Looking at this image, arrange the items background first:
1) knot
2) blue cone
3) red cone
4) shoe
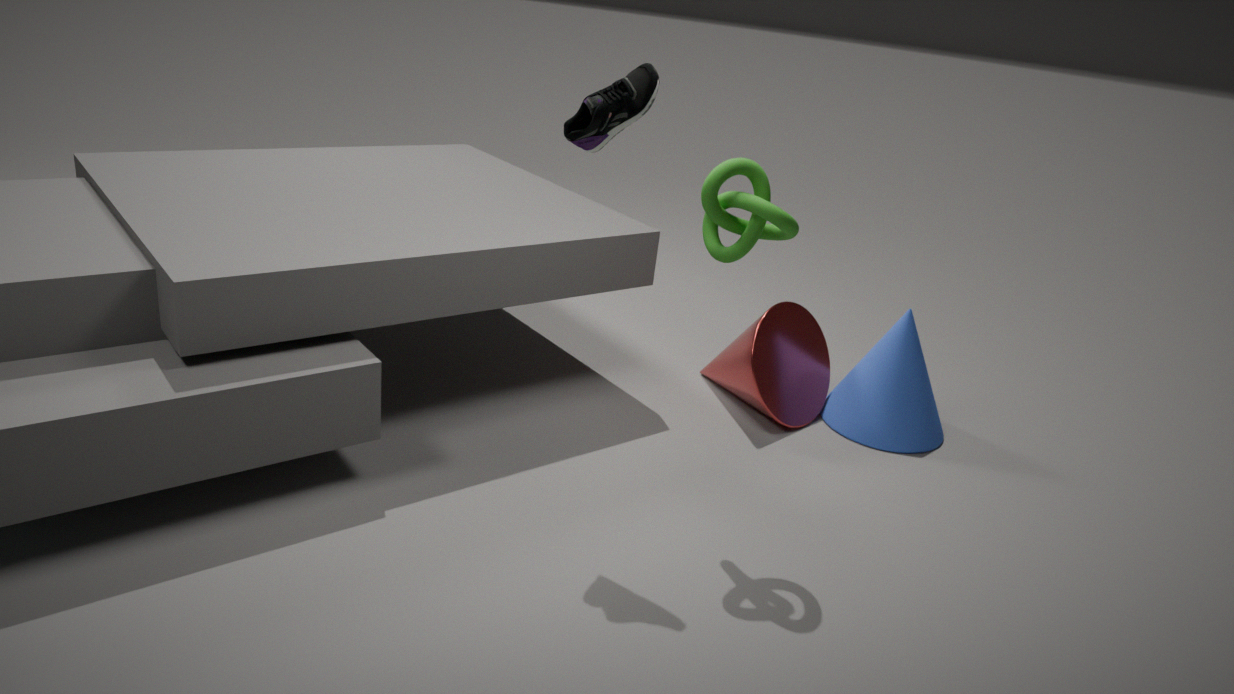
2. blue cone < 3. red cone < 1. knot < 4. shoe
